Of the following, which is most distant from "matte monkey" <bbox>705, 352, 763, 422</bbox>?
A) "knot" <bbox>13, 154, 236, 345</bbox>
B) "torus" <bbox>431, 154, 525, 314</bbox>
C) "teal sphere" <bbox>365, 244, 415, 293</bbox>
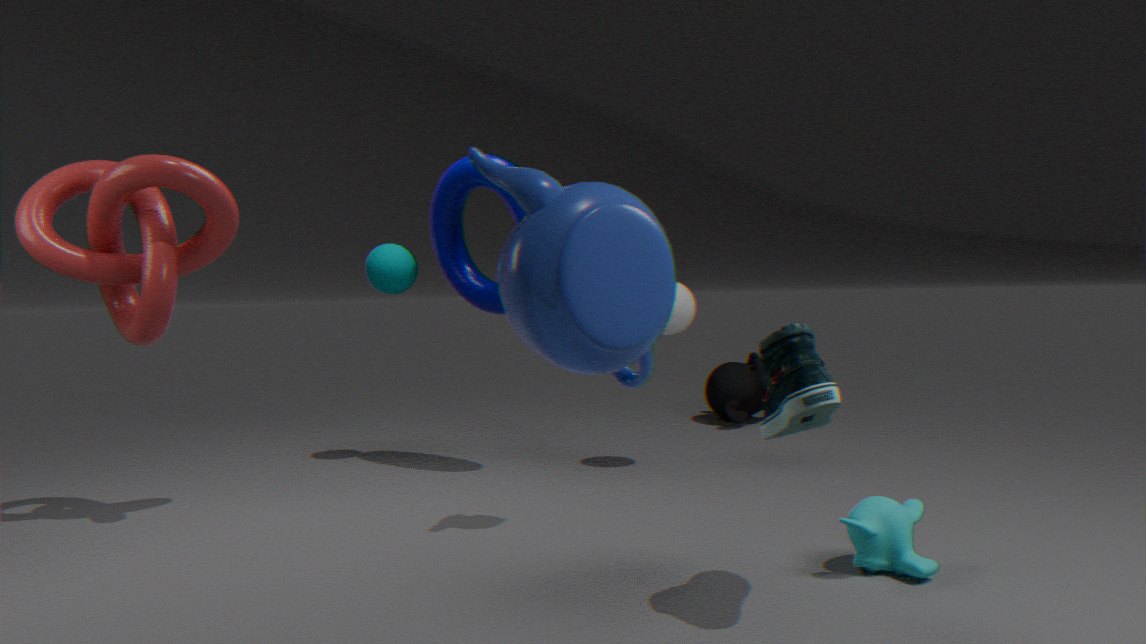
"knot" <bbox>13, 154, 236, 345</bbox>
